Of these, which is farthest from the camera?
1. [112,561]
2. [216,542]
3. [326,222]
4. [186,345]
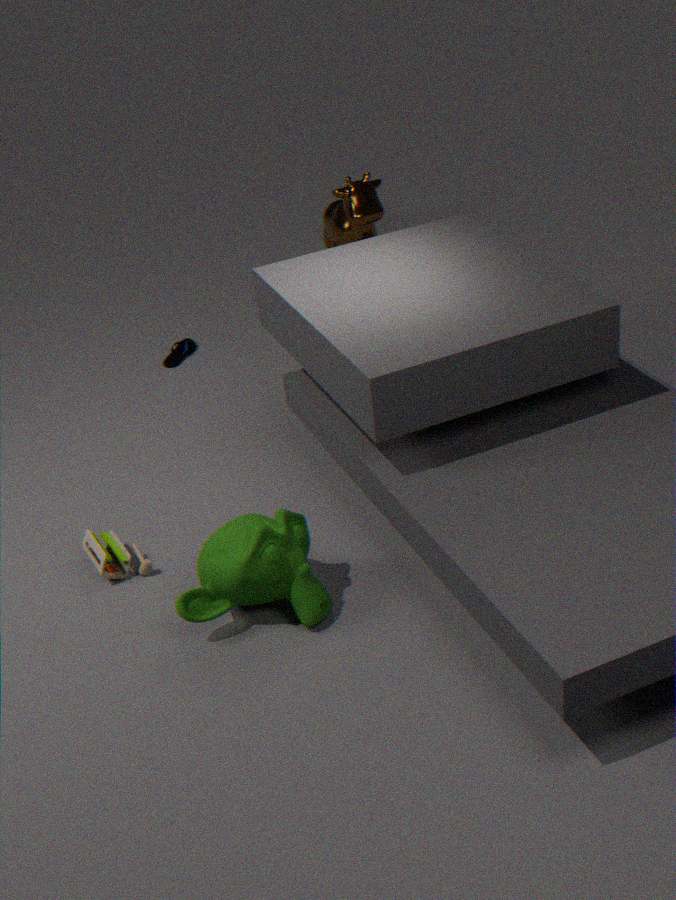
[326,222]
